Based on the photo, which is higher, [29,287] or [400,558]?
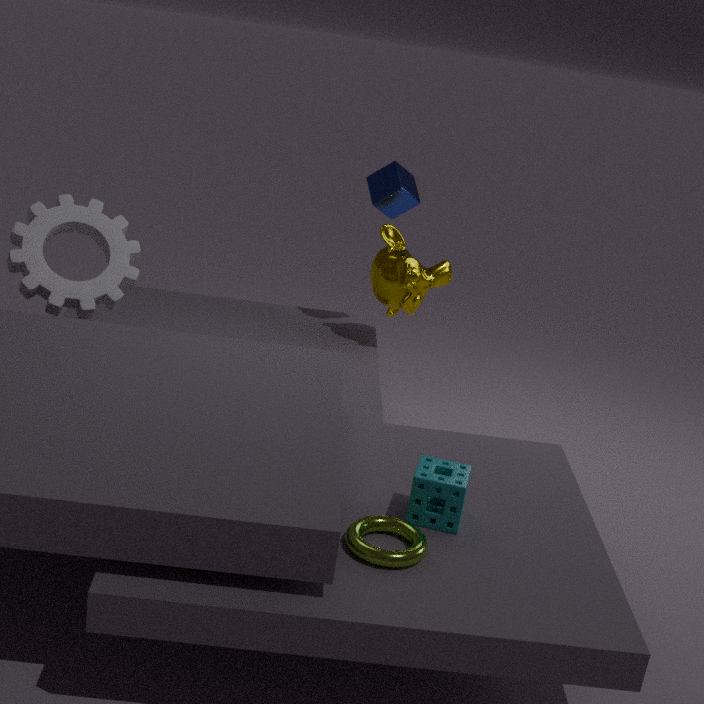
[29,287]
